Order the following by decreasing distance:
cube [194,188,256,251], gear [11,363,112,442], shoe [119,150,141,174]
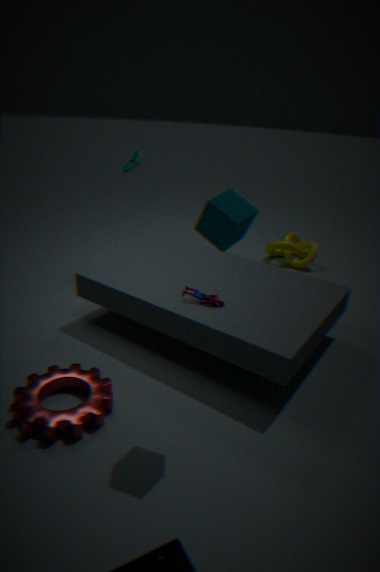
shoe [119,150,141,174], gear [11,363,112,442], cube [194,188,256,251]
